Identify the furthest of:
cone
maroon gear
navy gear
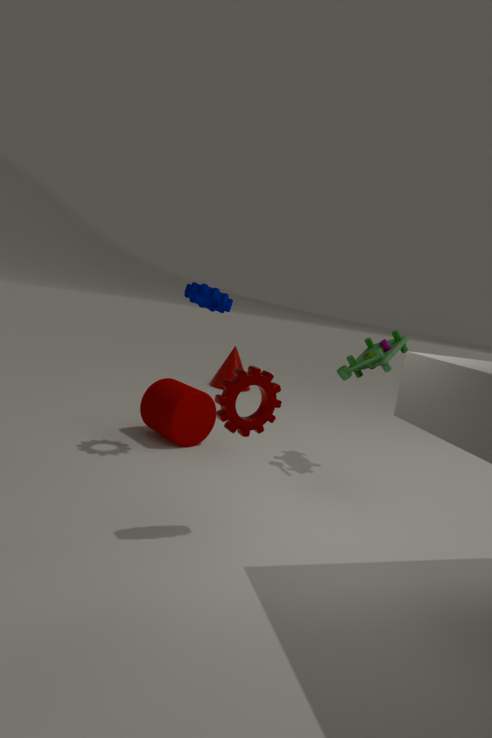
cone
